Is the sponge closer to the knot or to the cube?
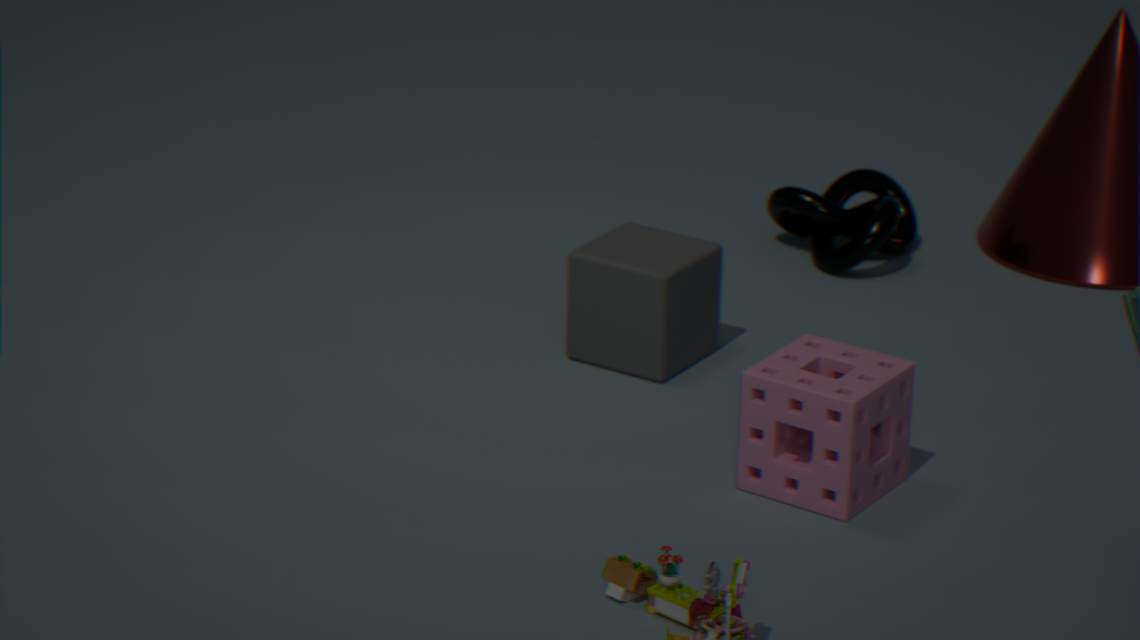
the cube
